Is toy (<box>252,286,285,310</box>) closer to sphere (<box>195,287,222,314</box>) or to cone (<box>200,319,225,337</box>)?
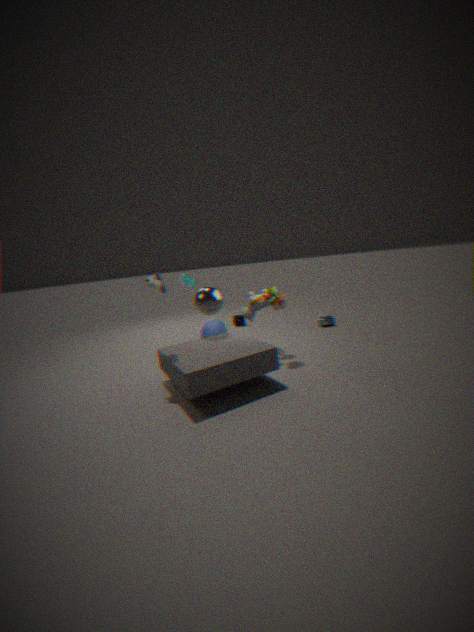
sphere (<box>195,287,222,314</box>)
